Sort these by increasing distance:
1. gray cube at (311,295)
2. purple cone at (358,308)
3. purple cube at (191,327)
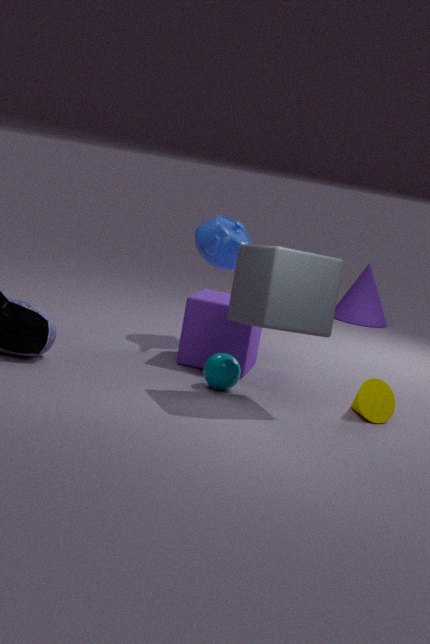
gray cube at (311,295) < purple cube at (191,327) < purple cone at (358,308)
